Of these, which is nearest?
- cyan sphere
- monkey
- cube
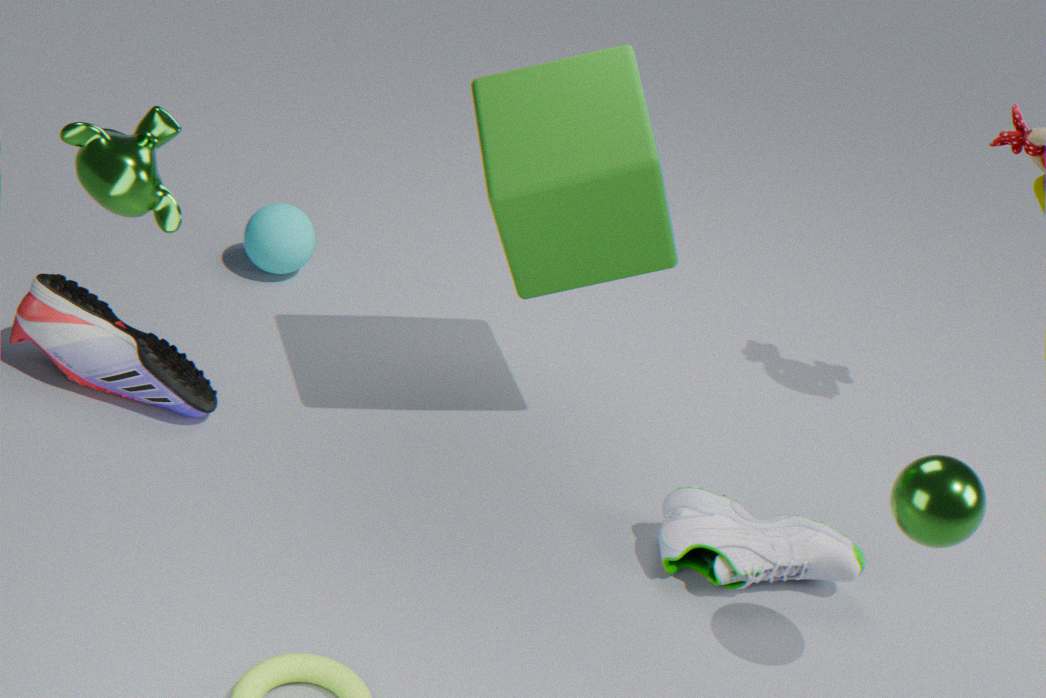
monkey
